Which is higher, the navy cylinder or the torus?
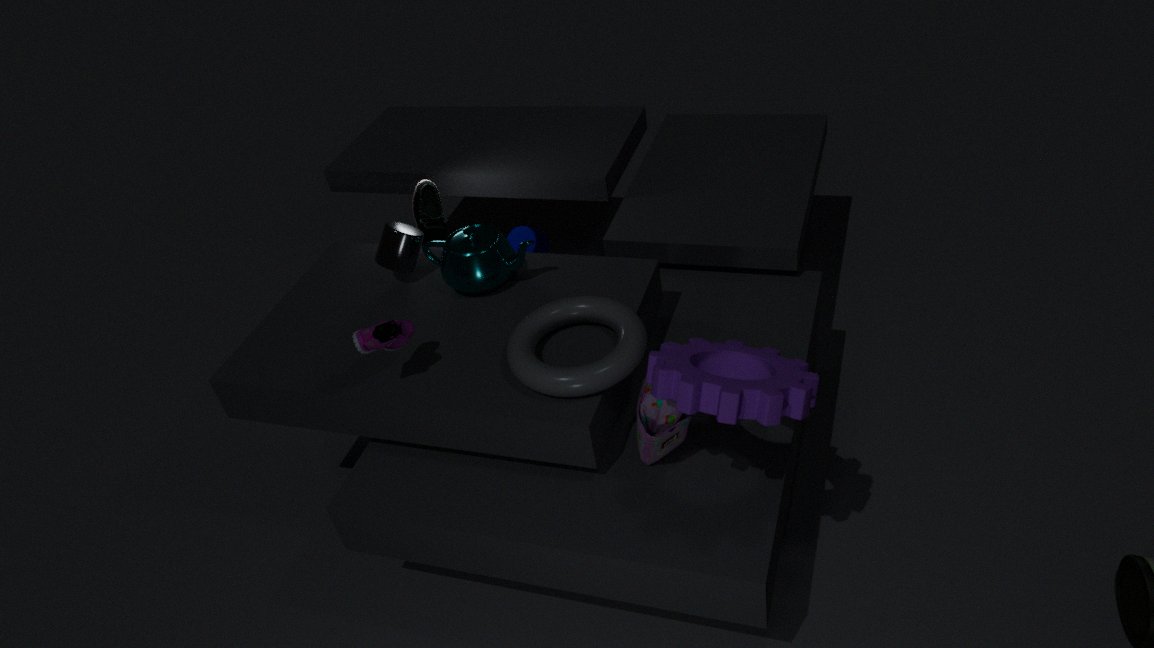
the torus
